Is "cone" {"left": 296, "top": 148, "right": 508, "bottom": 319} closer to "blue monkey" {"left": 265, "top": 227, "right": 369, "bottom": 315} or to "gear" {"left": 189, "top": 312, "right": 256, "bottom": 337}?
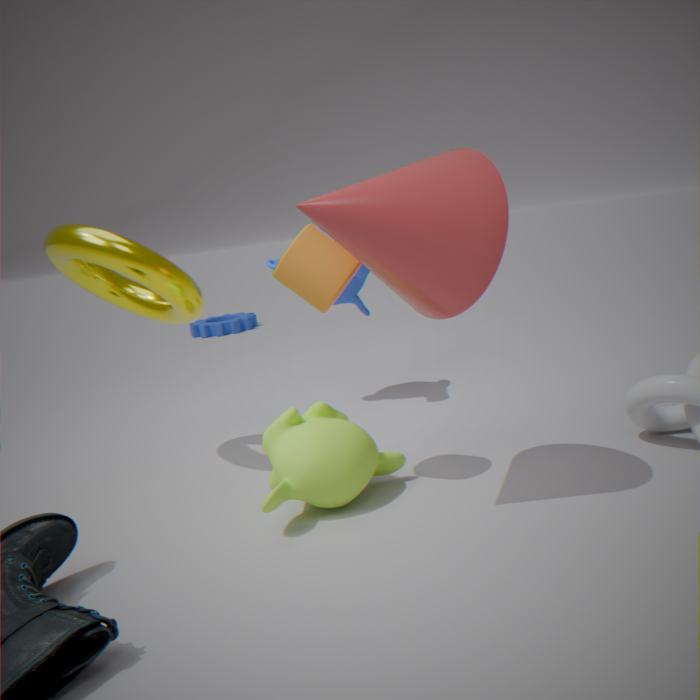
"blue monkey" {"left": 265, "top": 227, "right": 369, "bottom": 315}
